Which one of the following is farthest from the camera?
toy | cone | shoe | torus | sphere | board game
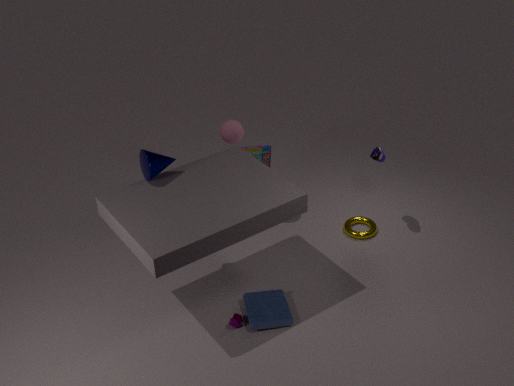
board game
